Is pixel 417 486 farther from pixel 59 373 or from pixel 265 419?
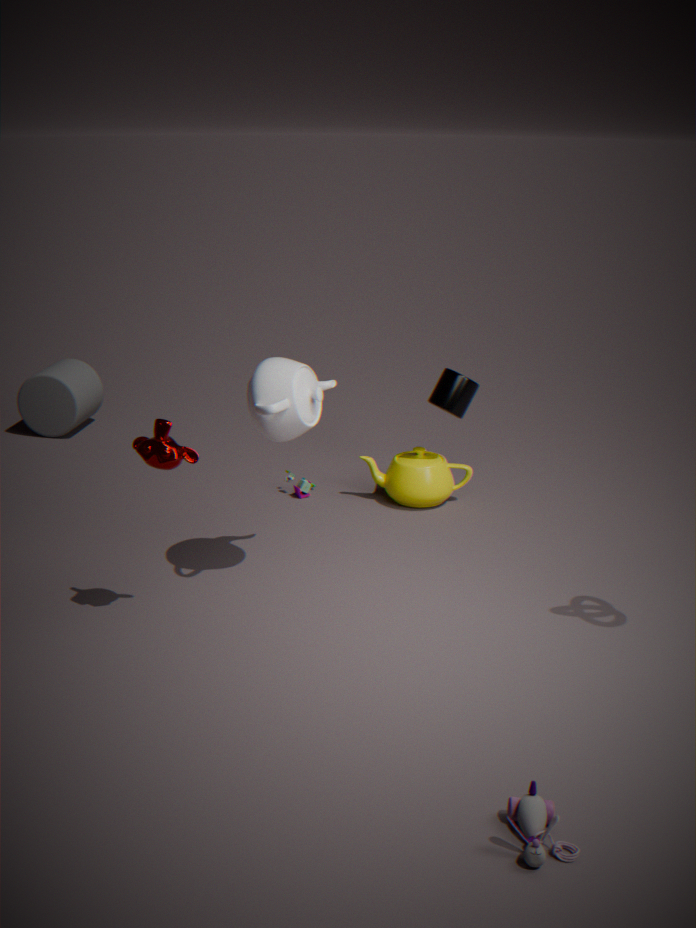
pixel 59 373
